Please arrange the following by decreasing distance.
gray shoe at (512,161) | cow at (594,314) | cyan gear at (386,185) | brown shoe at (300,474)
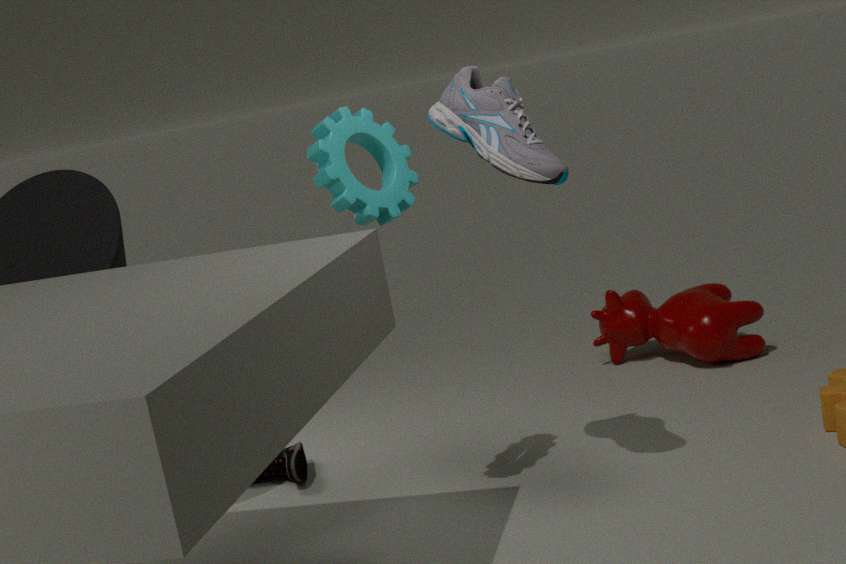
cow at (594,314) → brown shoe at (300,474) → cyan gear at (386,185) → gray shoe at (512,161)
